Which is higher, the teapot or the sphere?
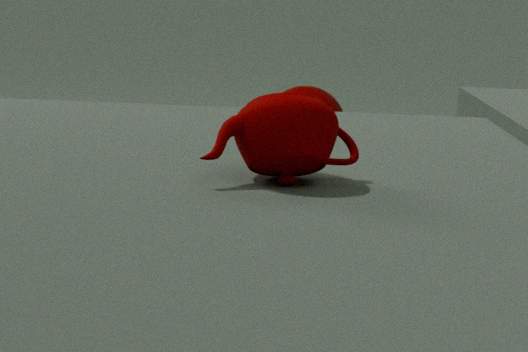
the teapot
